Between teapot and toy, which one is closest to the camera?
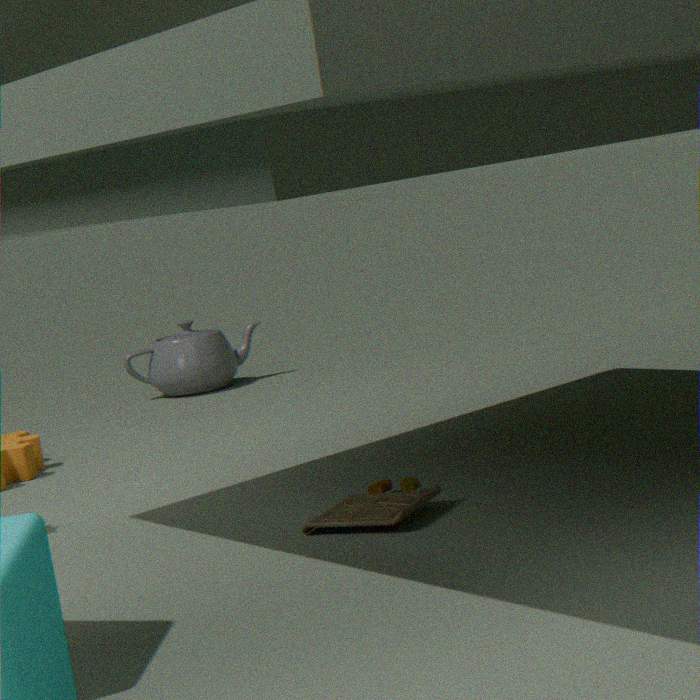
toy
